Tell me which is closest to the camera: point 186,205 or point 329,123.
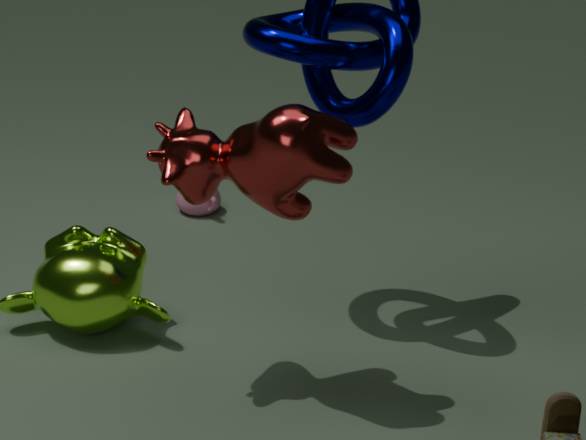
point 329,123
